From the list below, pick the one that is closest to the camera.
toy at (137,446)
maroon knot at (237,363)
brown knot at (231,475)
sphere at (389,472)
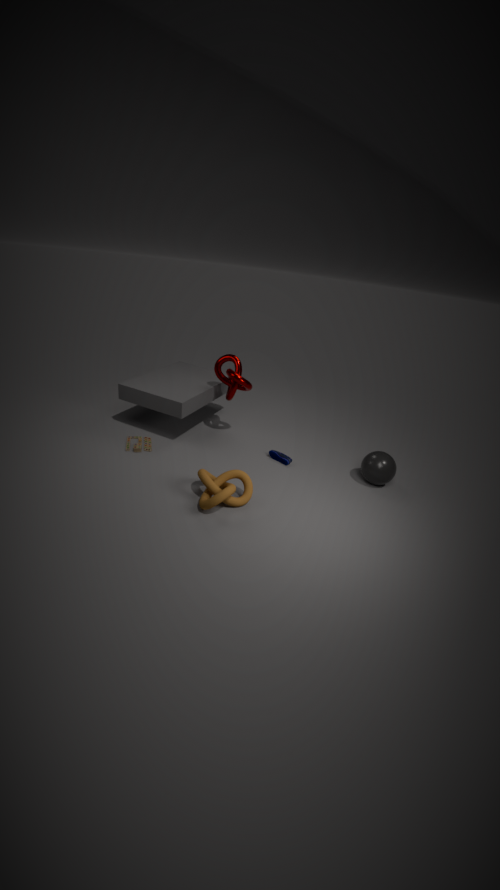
brown knot at (231,475)
